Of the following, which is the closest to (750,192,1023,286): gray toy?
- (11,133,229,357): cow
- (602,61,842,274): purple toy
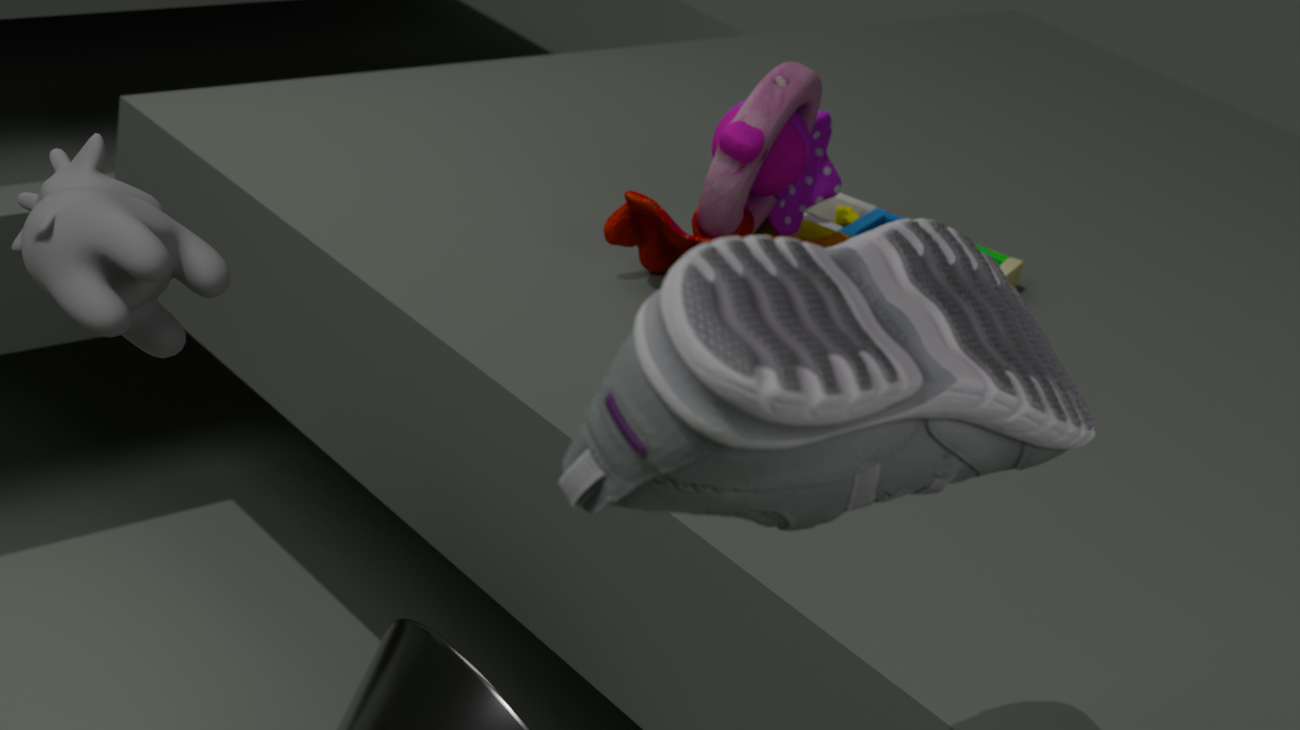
(602,61,842,274): purple toy
